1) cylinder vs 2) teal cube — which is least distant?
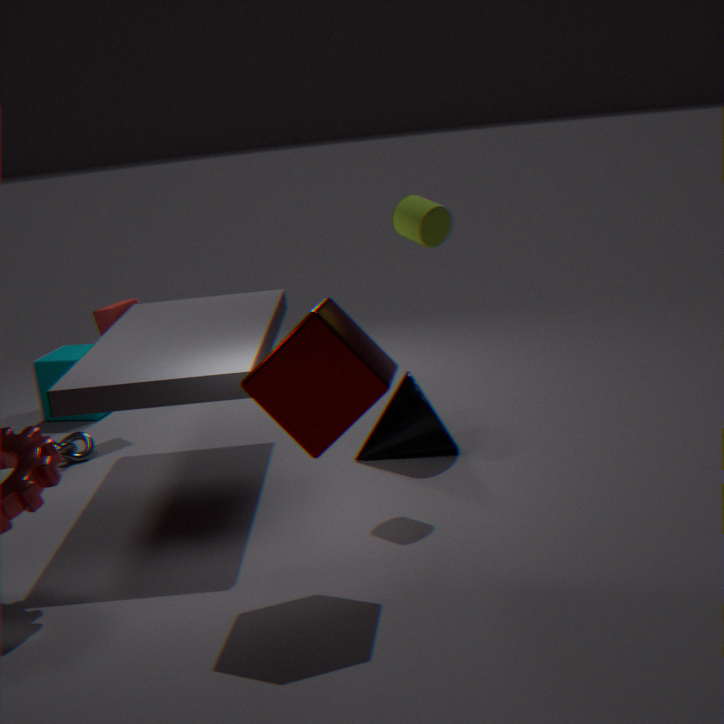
1. cylinder
